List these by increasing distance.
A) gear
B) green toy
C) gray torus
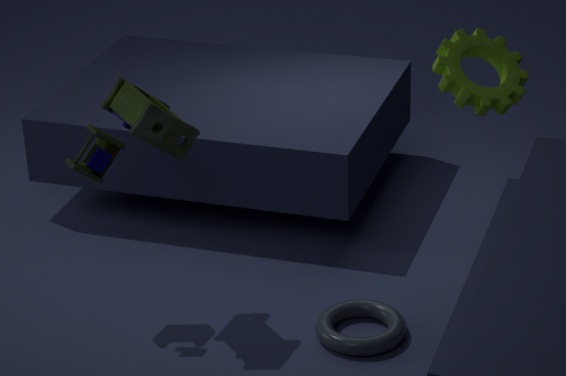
1. gear
2. green toy
3. gray torus
